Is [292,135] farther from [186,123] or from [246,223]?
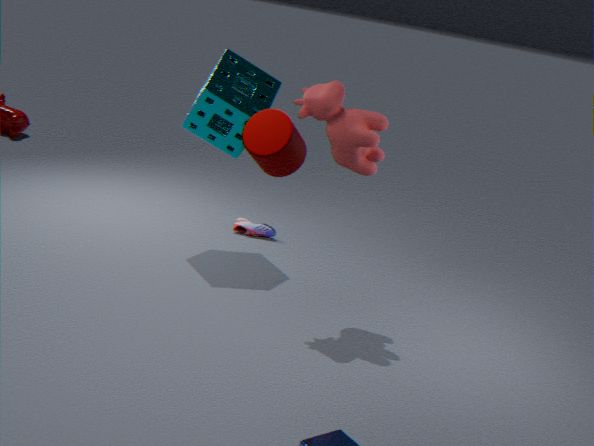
[246,223]
